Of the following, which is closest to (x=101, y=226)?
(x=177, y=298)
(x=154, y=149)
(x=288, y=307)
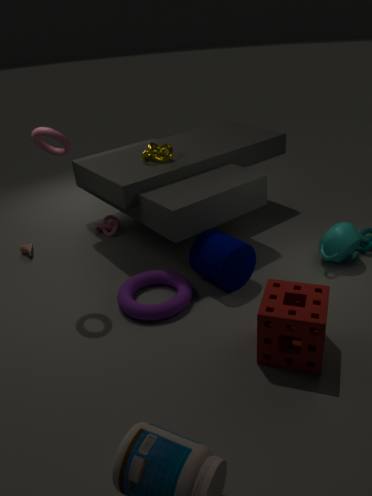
(x=154, y=149)
